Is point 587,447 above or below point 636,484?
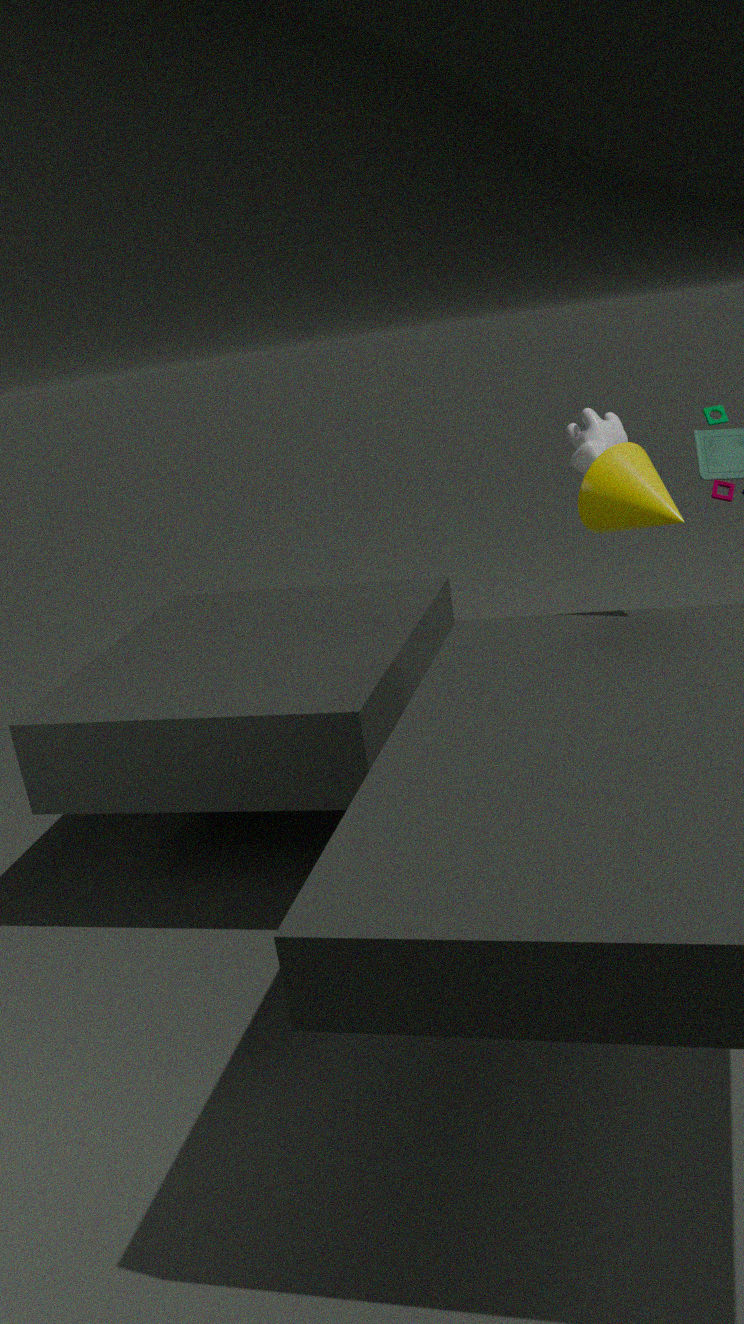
above
